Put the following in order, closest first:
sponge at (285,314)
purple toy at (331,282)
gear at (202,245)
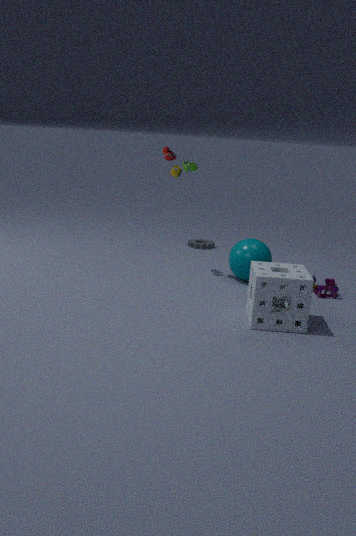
sponge at (285,314) < purple toy at (331,282) < gear at (202,245)
